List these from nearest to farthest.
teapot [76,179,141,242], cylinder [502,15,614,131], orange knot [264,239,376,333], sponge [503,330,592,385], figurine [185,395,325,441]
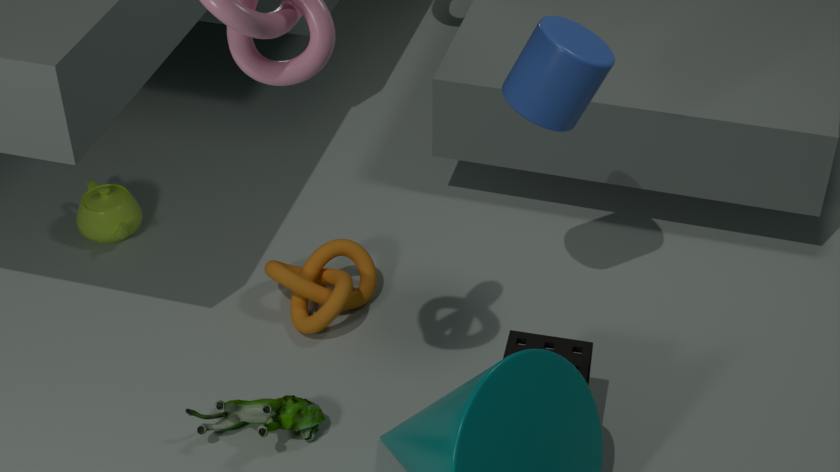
cylinder [502,15,614,131] < sponge [503,330,592,385] < figurine [185,395,325,441] < orange knot [264,239,376,333] < teapot [76,179,141,242]
